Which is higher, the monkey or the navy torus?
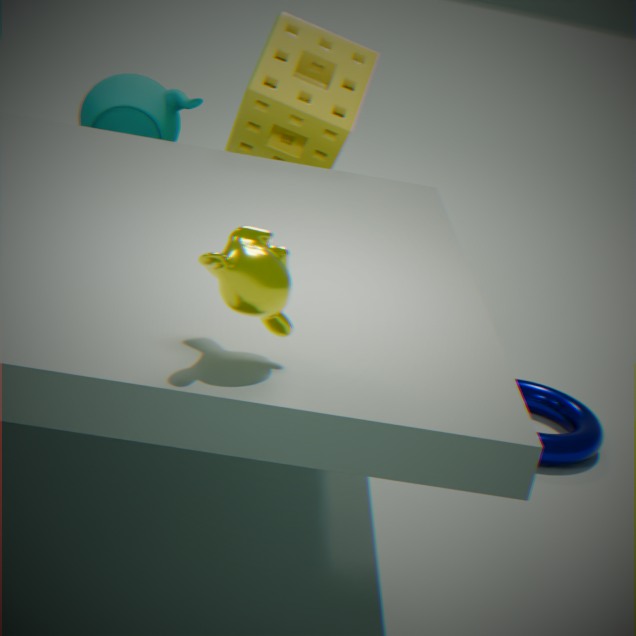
the monkey
